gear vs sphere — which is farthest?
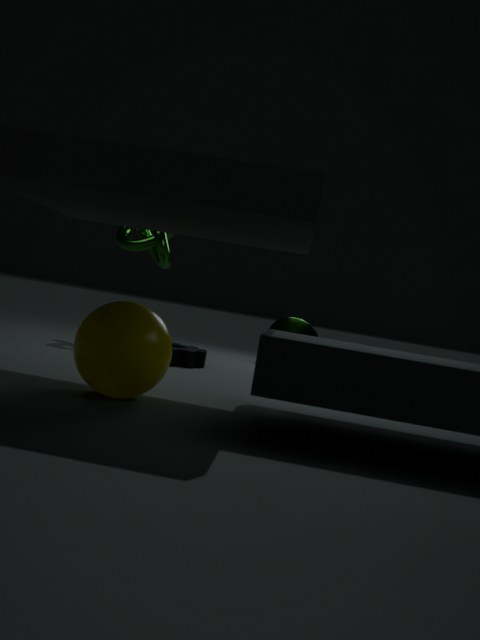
gear
